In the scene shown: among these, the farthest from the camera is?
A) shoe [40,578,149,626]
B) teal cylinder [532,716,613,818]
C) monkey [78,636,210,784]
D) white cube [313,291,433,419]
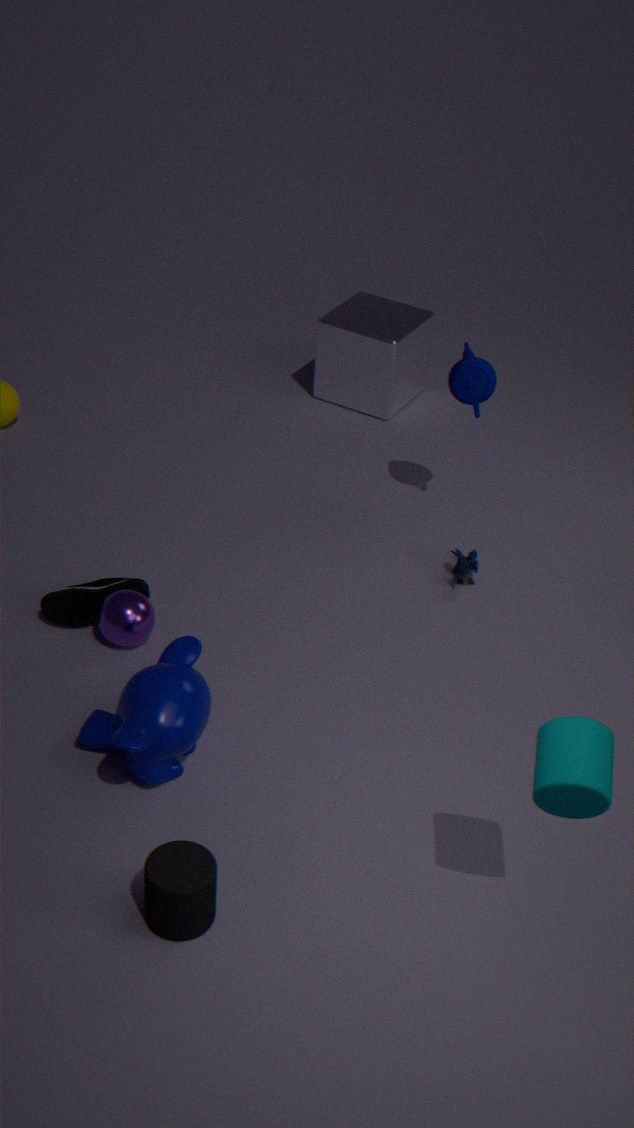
white cube [313,291,433,419]
